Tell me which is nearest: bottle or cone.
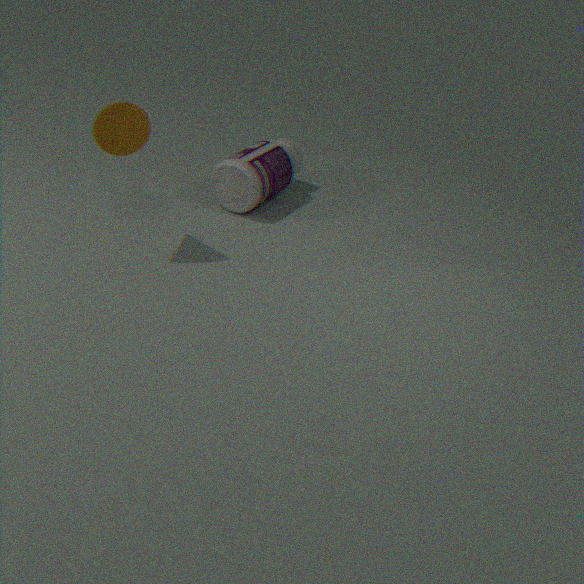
cone
